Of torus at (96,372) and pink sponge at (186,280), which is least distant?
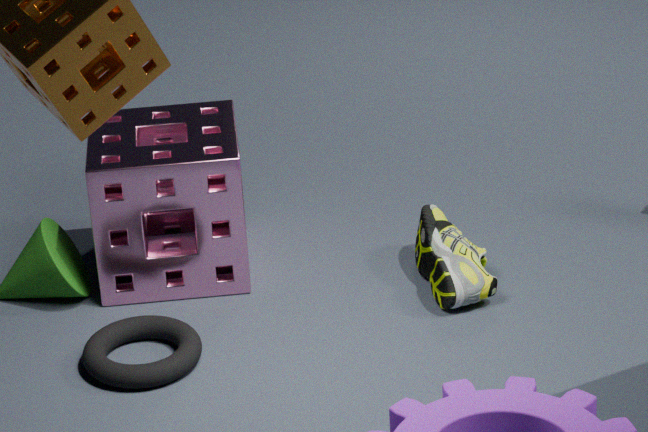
torus at (96,372)
